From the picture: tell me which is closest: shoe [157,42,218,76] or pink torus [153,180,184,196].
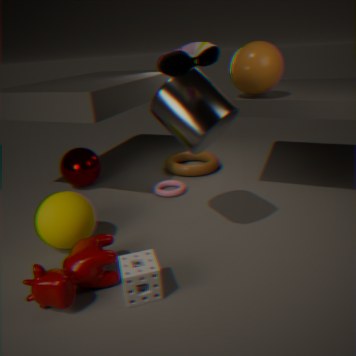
shoe [157,42,218,76]
